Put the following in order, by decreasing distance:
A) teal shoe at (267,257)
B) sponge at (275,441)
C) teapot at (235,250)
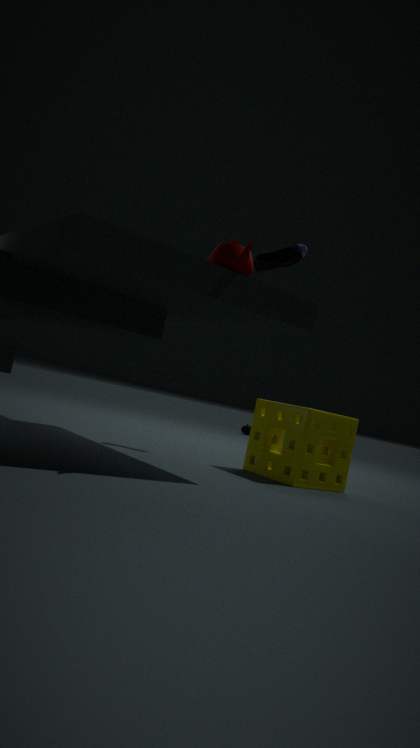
teal shoe at (267,257) < sponge at (275,441) < teapot at (235,250)
